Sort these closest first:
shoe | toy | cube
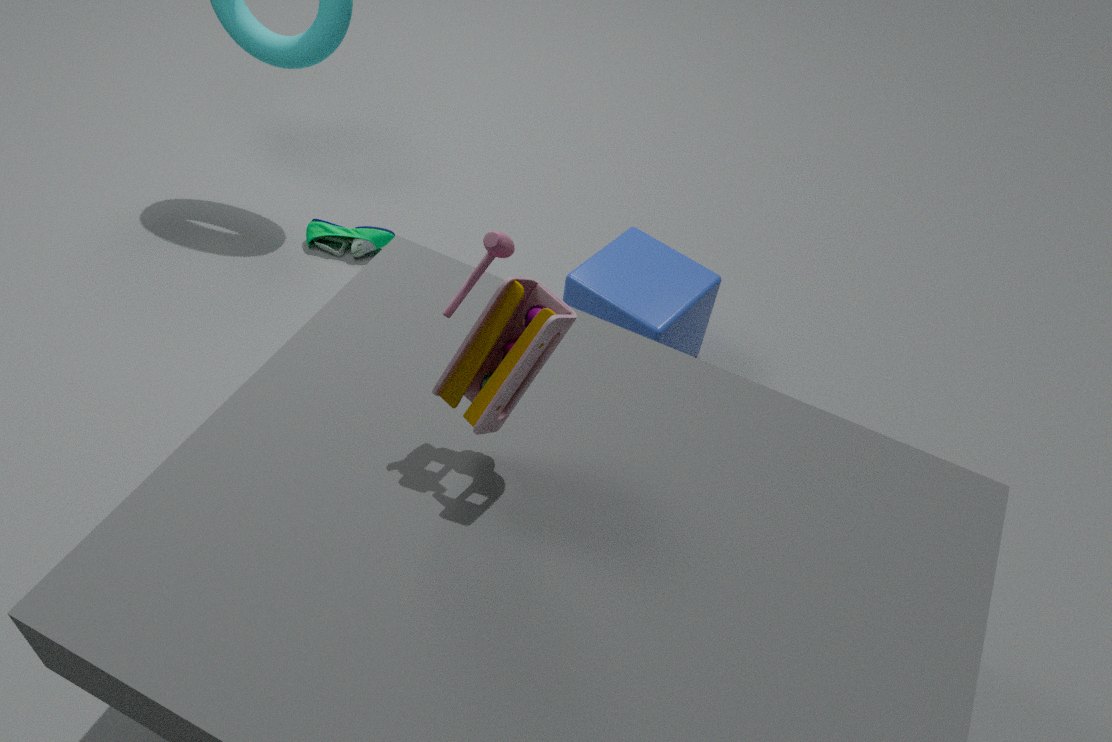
toy
cube
shoe
